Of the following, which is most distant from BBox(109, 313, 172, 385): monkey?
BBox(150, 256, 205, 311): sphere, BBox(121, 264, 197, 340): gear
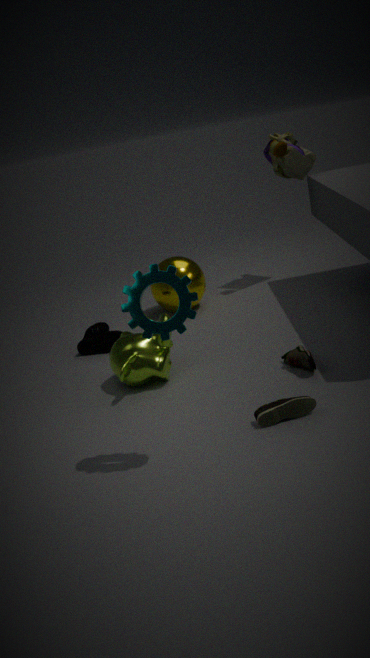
BBox(121, 264, 197, 340): gear
